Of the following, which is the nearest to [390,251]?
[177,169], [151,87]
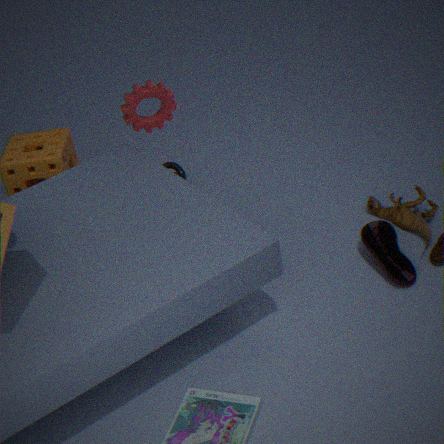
[151,87]
